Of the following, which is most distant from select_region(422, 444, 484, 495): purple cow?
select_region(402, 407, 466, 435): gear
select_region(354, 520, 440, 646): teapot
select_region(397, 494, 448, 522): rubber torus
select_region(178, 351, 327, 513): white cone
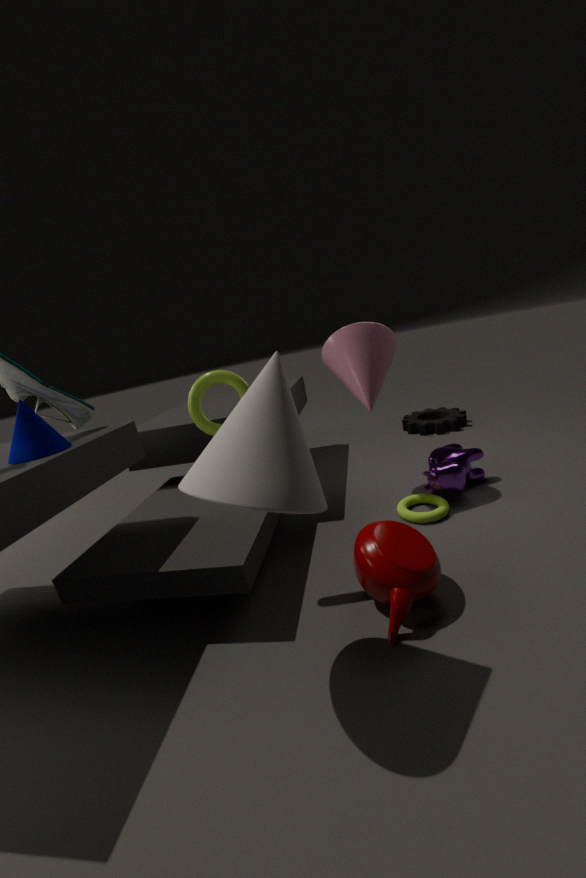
select_region(178, 351, 327, 513): white cone
